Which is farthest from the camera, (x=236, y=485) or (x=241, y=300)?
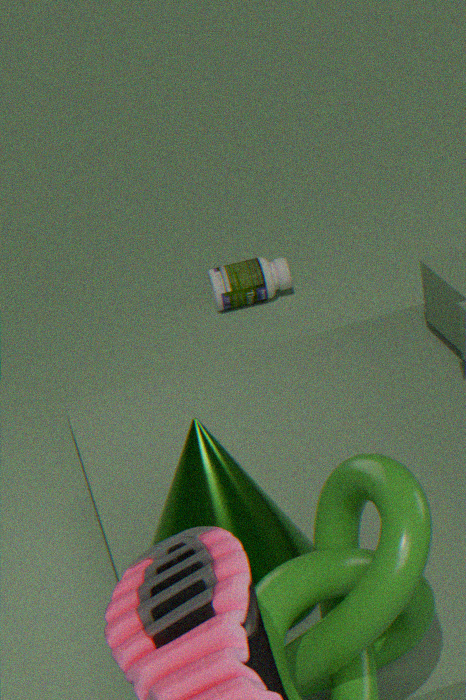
(x=241, y=300)
